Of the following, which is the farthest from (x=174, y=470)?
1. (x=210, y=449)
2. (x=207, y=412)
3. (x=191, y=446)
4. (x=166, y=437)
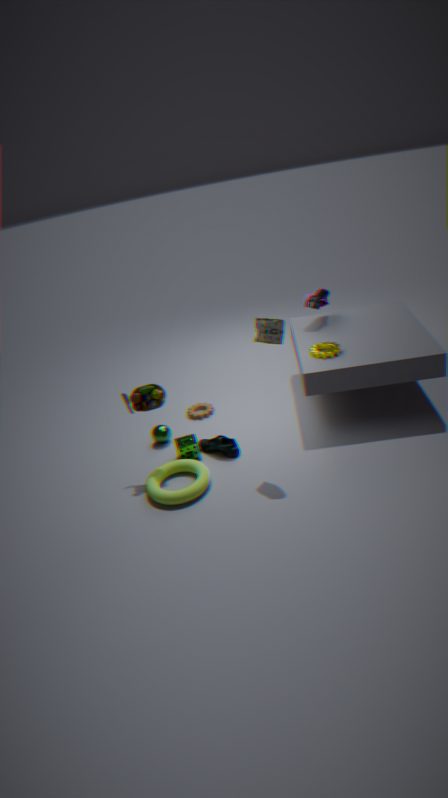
(x=207, y=412)
